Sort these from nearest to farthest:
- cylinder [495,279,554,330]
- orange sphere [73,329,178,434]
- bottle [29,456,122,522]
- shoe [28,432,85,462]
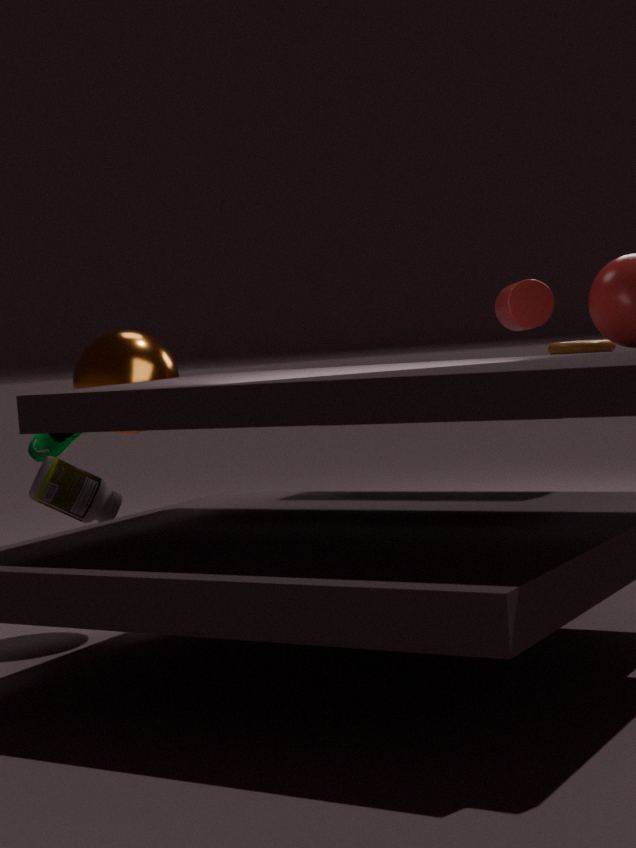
bottle [29,456,122,522]
orange sphere [73,329,178,434]
cylinder [495,279,554,330]
shoe [28,432,85,462]
